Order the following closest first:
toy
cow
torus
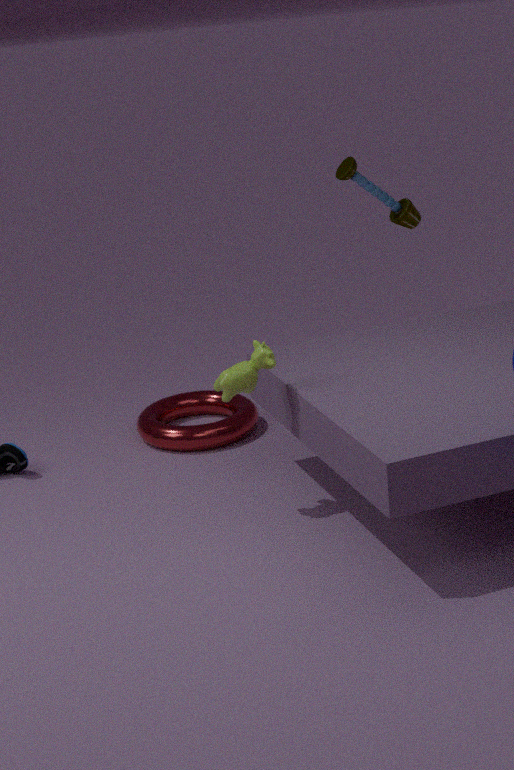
cow, toy, torus
